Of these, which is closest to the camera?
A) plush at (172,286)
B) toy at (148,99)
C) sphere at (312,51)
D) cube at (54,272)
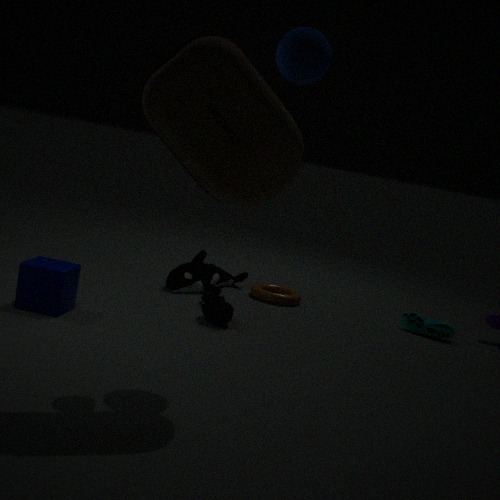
toy at (148,99)
